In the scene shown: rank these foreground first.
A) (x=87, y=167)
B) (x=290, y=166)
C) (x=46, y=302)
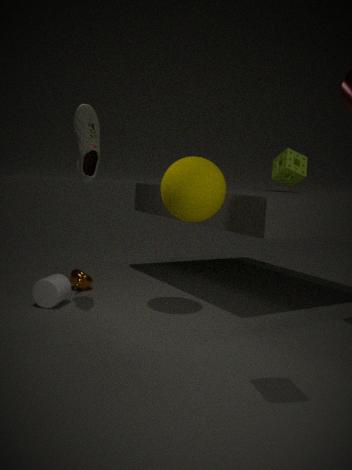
(x=87, y=167) → (x=46, y=302) → (x=290, y=166)
